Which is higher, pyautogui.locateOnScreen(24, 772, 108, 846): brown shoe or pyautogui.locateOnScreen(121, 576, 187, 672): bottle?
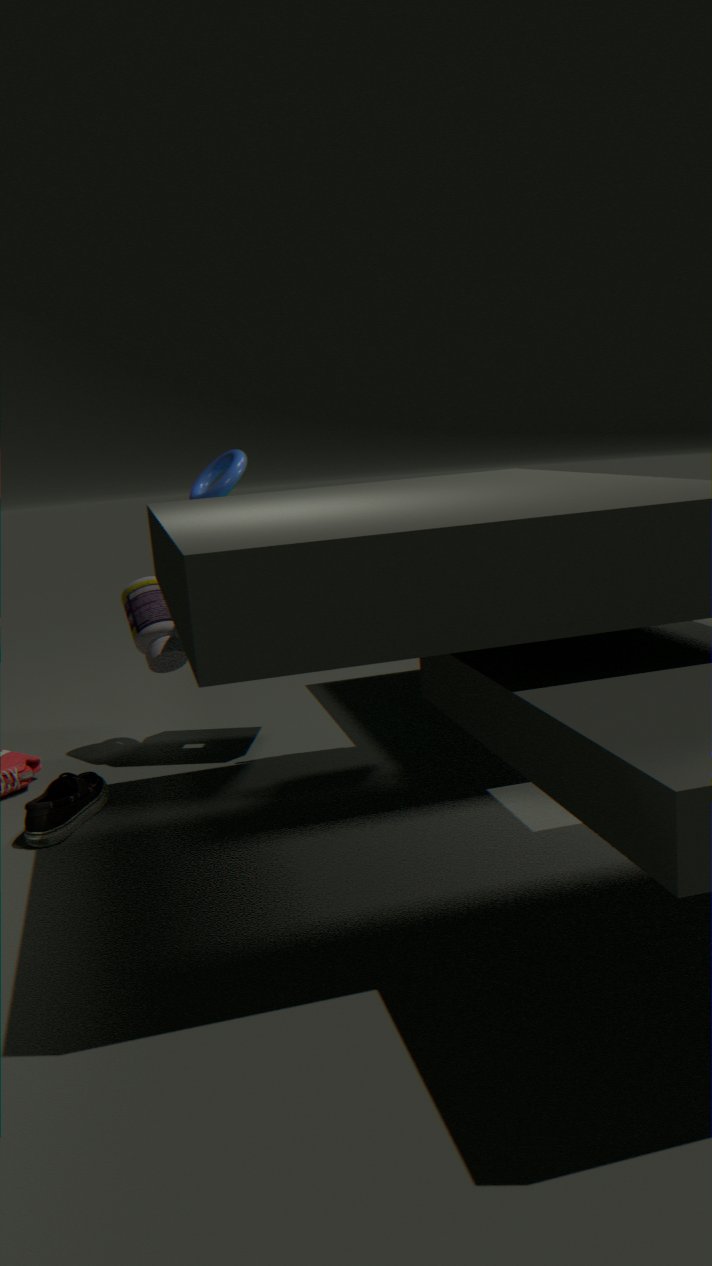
pyautogui.locateOnScreen(121, 576, 187, 672): bottle
